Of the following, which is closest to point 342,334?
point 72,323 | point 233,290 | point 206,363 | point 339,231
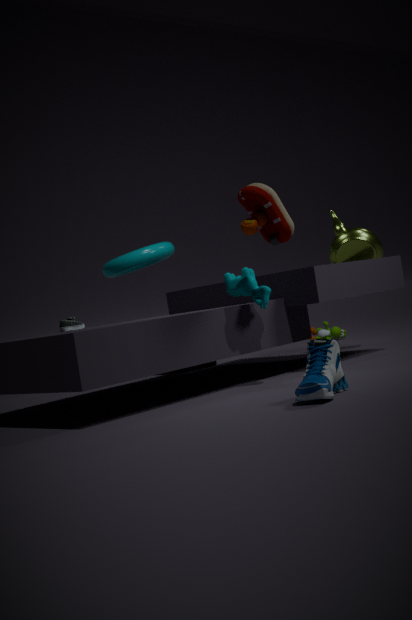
point 339,231
